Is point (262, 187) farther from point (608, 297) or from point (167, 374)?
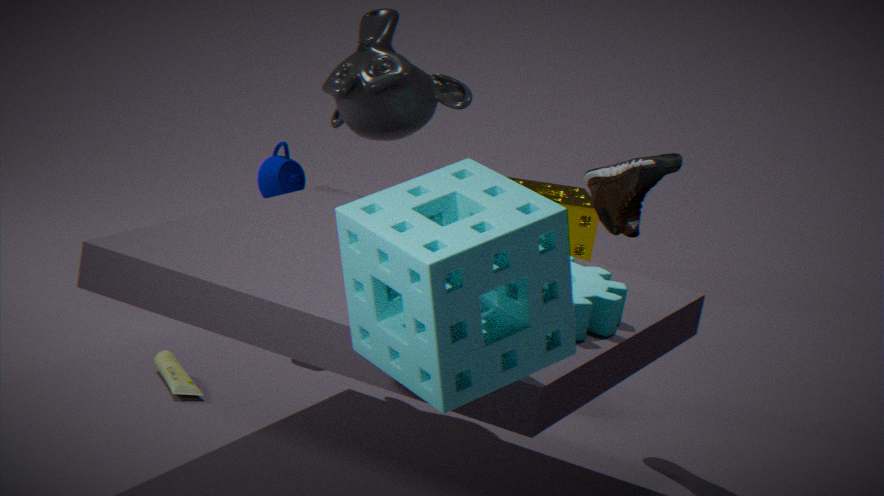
point (608, 297)
